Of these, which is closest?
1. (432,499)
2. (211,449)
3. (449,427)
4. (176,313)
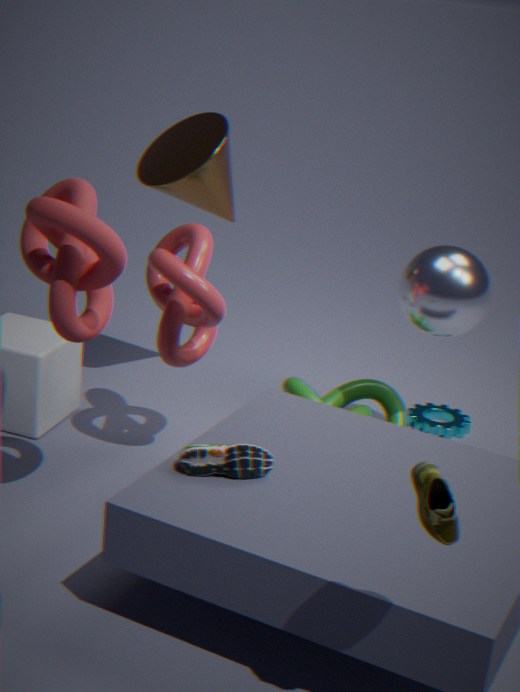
(432,499)
